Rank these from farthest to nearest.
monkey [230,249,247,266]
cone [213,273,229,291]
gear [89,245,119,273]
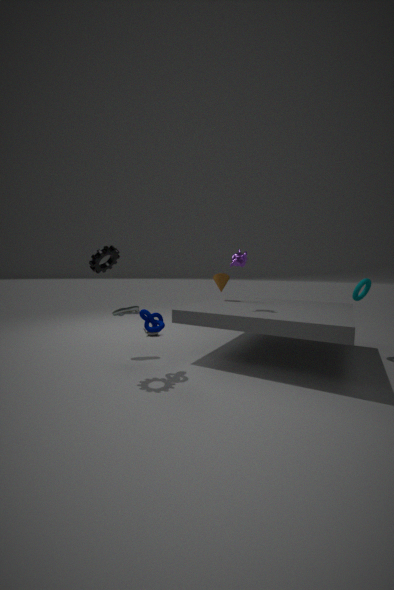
1. cone [213,273,229,291]
2. monkey [230,249,247,266]
3. gear [89,245,119,273]
